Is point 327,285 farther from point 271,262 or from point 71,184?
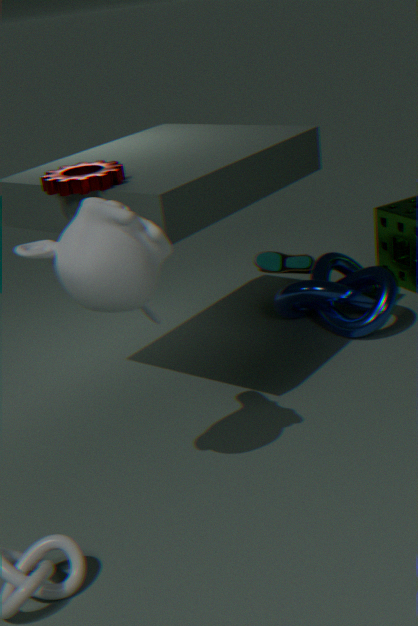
point 71,184
